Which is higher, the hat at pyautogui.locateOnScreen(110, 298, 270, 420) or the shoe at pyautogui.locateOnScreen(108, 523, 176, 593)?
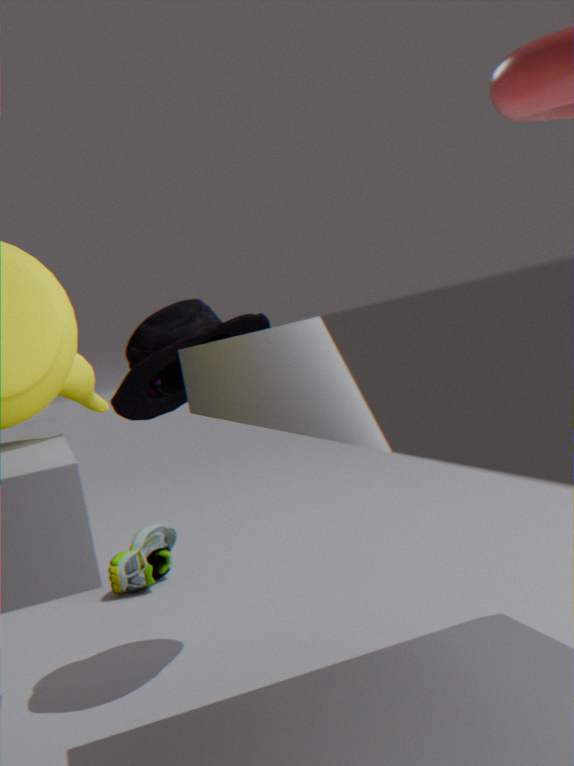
the hat at pyautogui.locateOnScreen(110, 298, 270, 420)
